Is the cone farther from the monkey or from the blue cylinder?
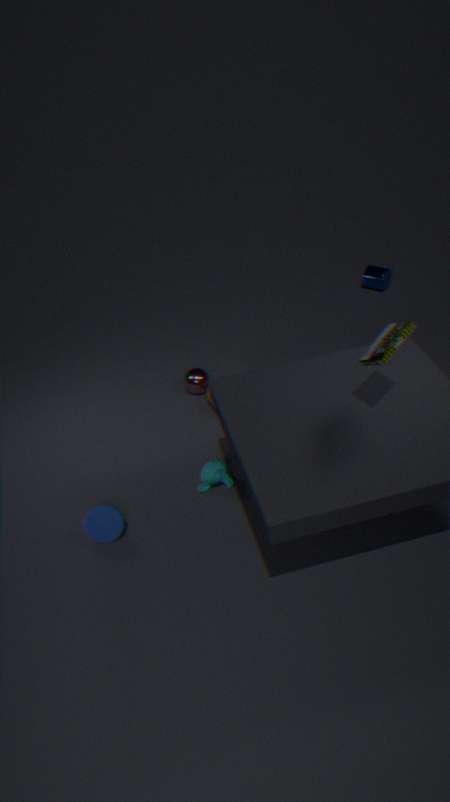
the blue cylinder
